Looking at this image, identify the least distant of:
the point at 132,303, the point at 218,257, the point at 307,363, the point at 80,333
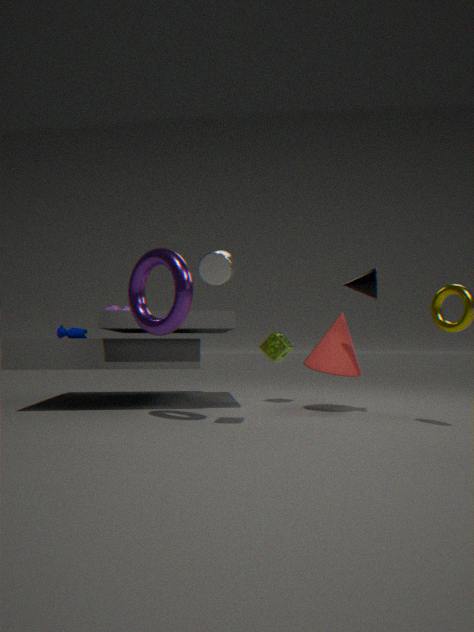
the point at 218,257
